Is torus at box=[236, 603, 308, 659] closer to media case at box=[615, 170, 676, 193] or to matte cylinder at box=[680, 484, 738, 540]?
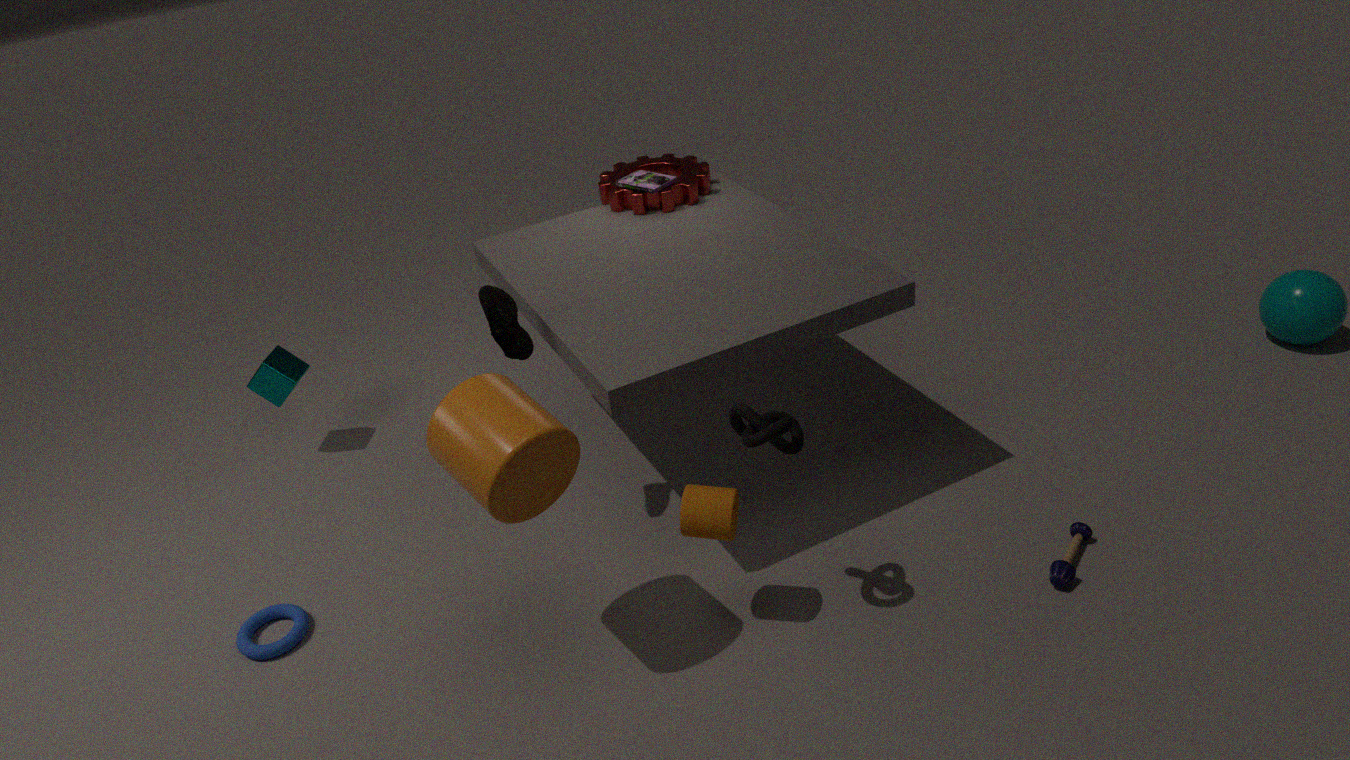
matte cylinder at box=[680, 484, 738, 540]
